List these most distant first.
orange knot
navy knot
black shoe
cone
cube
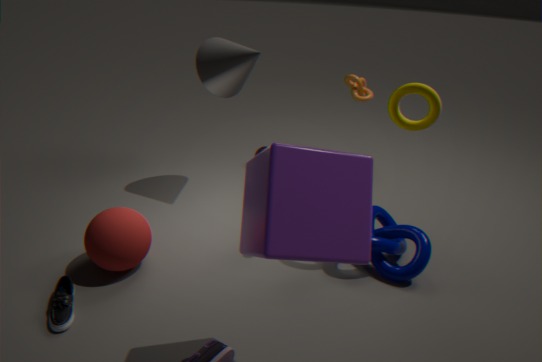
1. orange knot
2. cone
3. navy knot
4. black shoe
5. cube
